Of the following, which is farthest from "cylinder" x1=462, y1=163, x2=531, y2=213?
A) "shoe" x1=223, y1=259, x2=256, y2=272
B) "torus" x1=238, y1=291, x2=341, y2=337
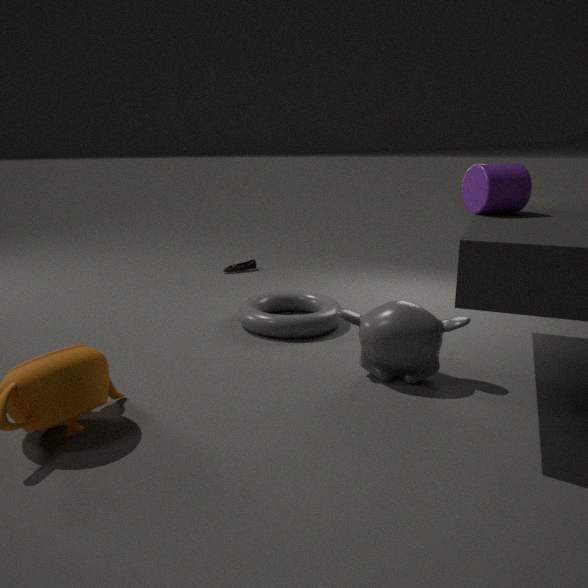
"shoe" x1=223, y1=259, x2=256, y2=272
